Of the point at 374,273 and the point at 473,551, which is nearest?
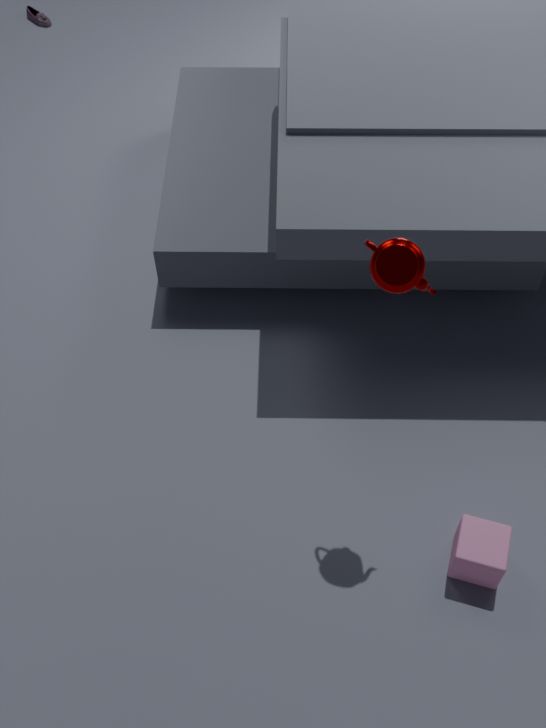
the point at 374,273
